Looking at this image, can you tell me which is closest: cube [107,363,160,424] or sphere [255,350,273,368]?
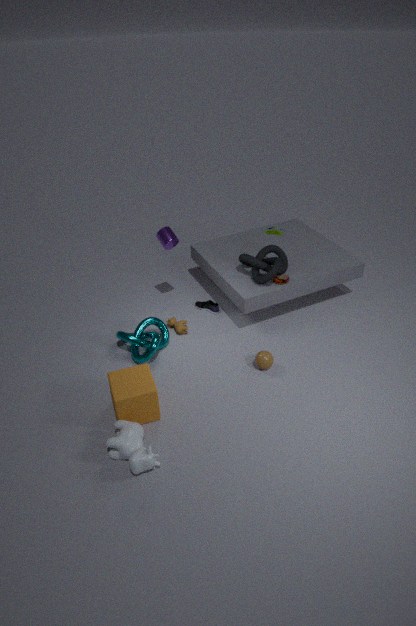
cube [107,363,160,424]
